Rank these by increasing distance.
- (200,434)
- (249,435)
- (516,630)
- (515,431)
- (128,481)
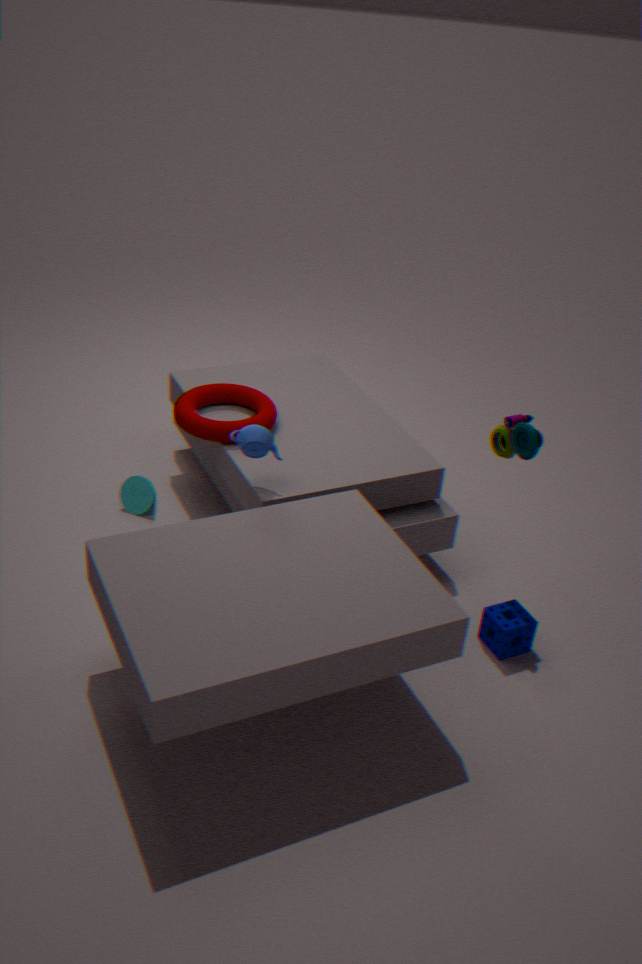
(249,435) < (516,630) < (515,431) < (200,434) < (128,481)
